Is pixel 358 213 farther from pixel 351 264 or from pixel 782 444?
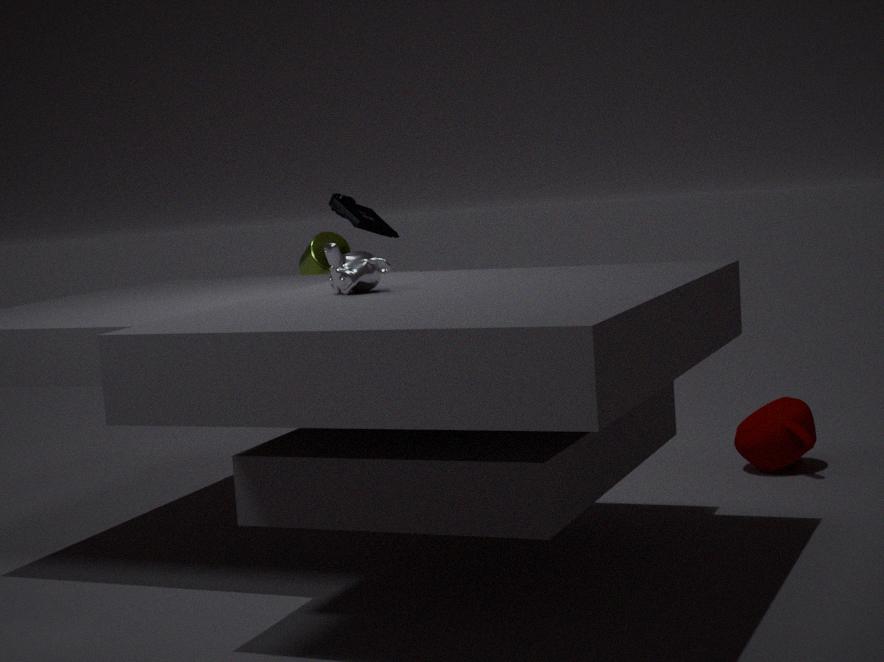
pixel 782 444
